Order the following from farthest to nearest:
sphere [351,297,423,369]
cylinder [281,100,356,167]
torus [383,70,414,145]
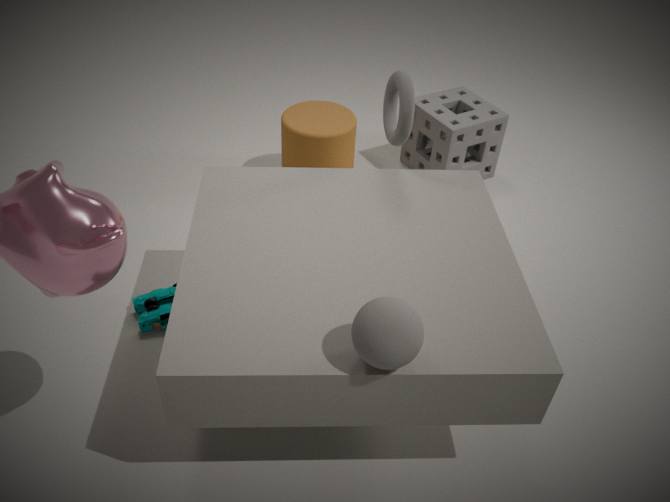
cylinder [281,100,356,167], torus [383,70,414,145], sphere [351,297,423,369]
